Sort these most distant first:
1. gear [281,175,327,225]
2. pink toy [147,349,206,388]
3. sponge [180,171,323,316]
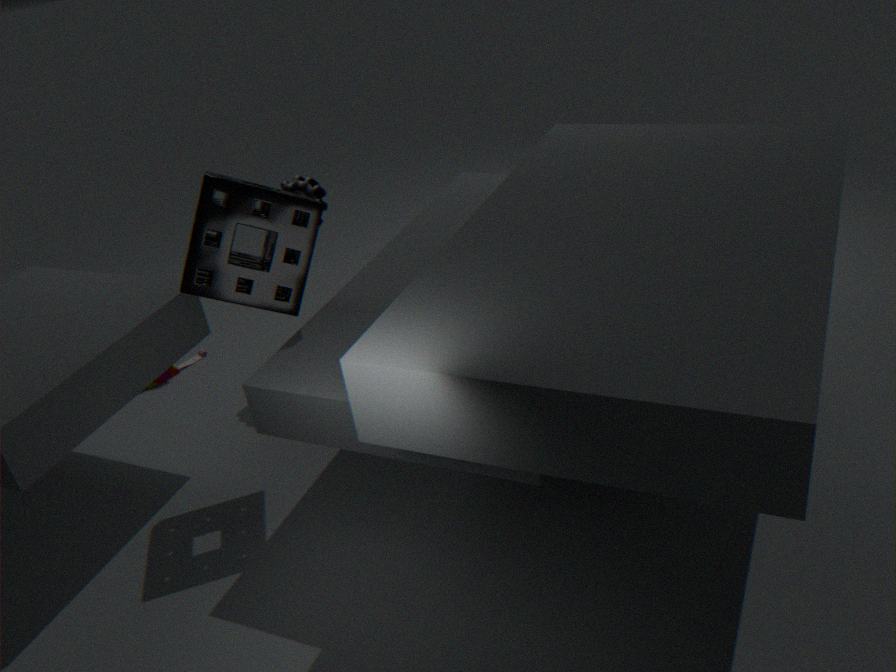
pink toy [147,349,206,388] → gear [281,175,327,225] → sponge [180,171,323,316]
